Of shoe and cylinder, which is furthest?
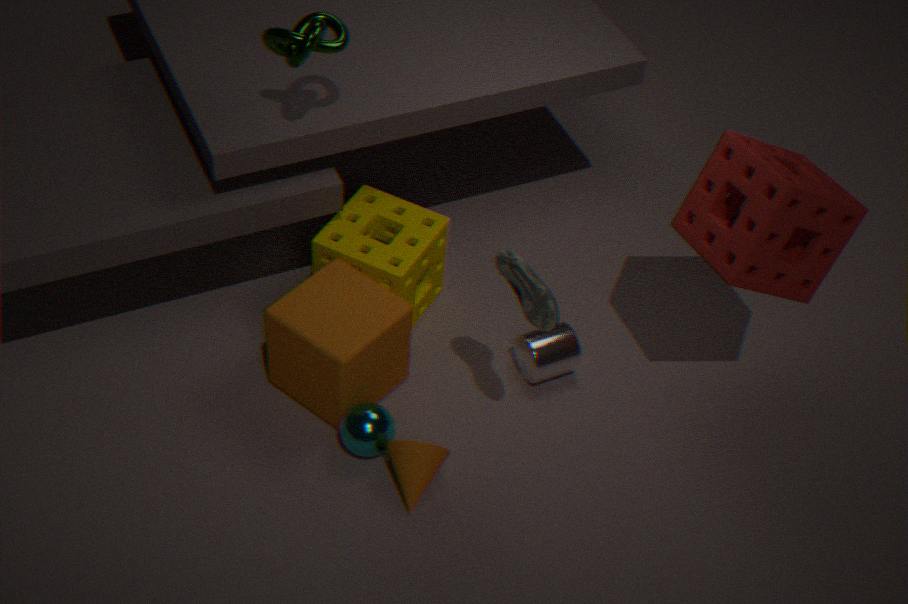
cylinder
